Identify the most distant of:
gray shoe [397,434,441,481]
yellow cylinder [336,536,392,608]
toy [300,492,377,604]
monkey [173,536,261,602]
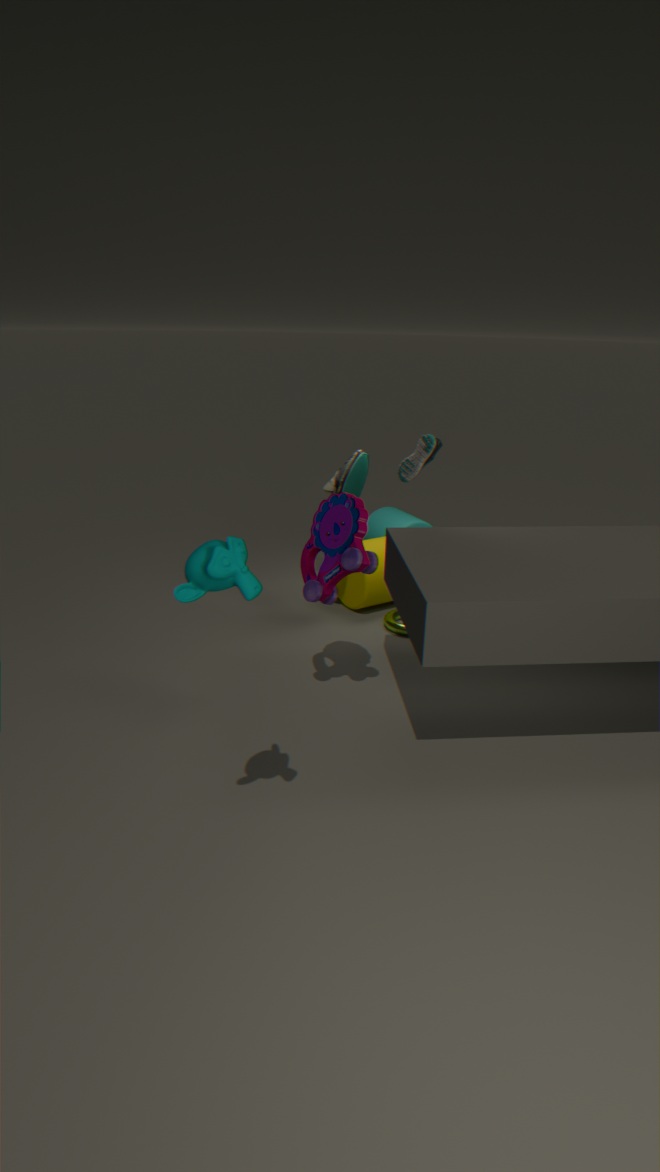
yellow cylinder [336,536,392,608]
